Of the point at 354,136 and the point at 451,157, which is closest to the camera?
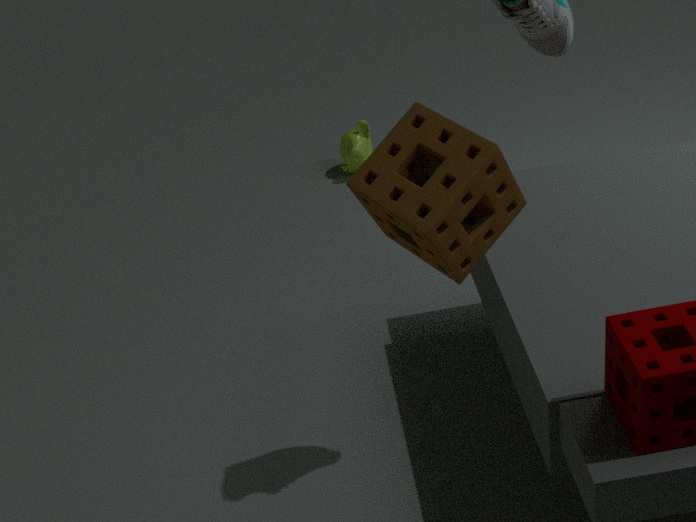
the point at 451,157
